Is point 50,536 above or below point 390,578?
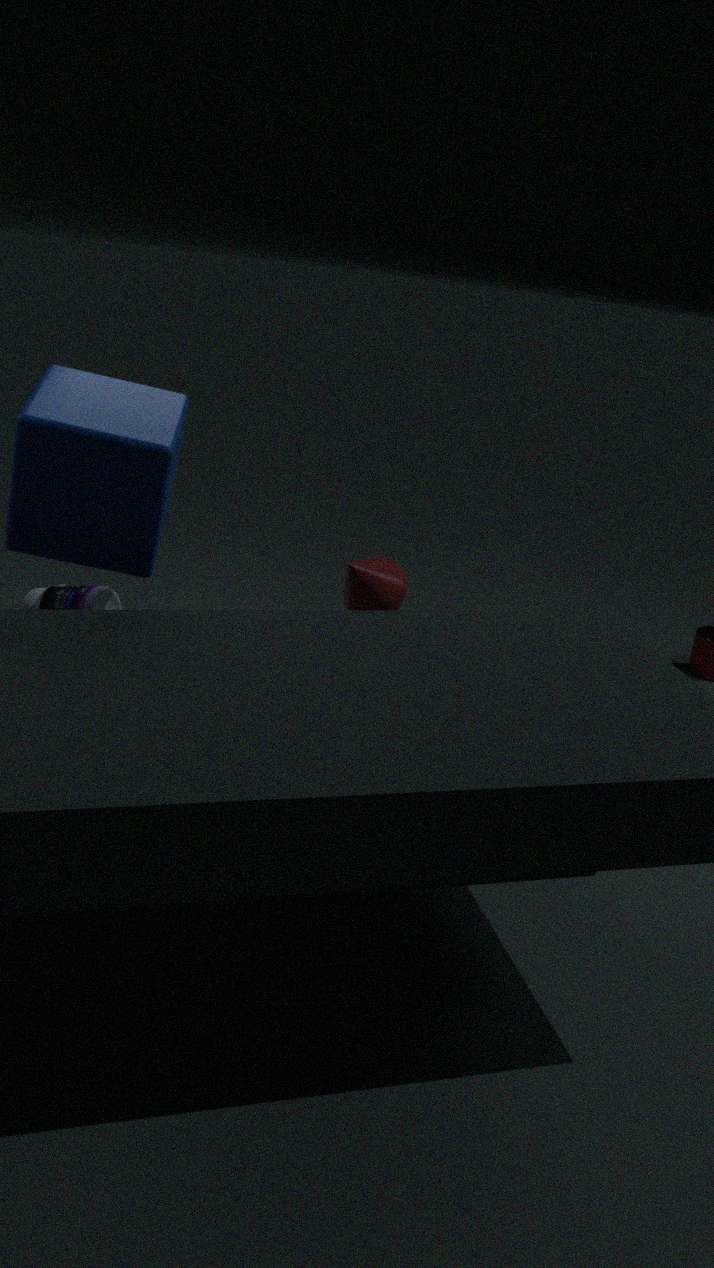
above
